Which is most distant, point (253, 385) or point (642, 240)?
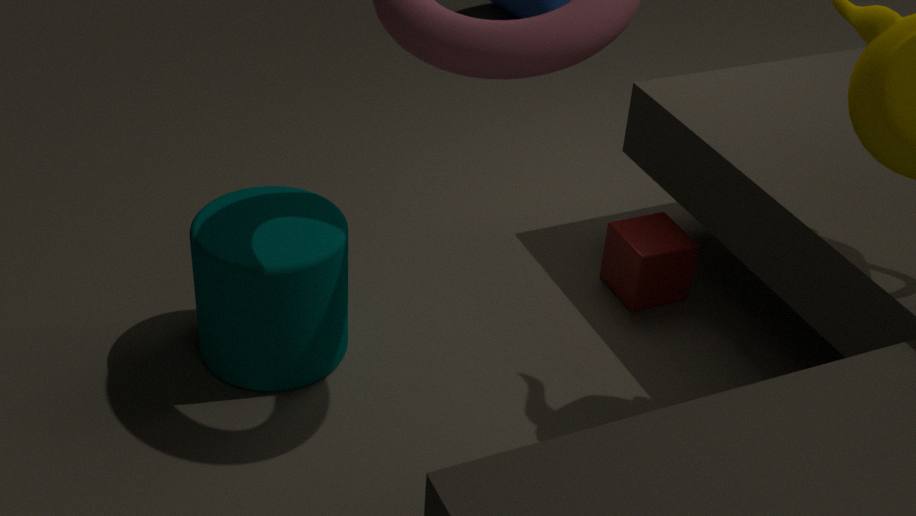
point (642, 240)
